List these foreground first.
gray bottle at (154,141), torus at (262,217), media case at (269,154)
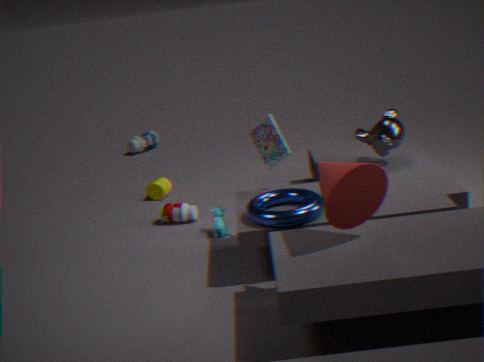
torus at (262,217)
media case at (269,154)
gray bottle at (154,141)
